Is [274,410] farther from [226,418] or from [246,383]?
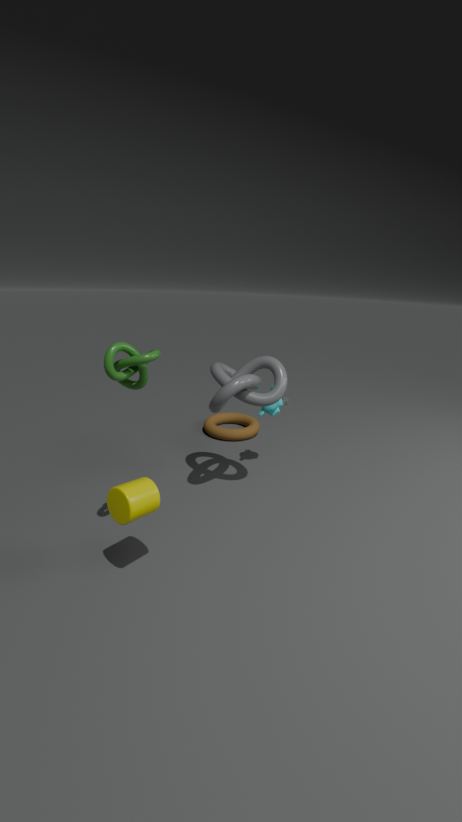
[226,418]
